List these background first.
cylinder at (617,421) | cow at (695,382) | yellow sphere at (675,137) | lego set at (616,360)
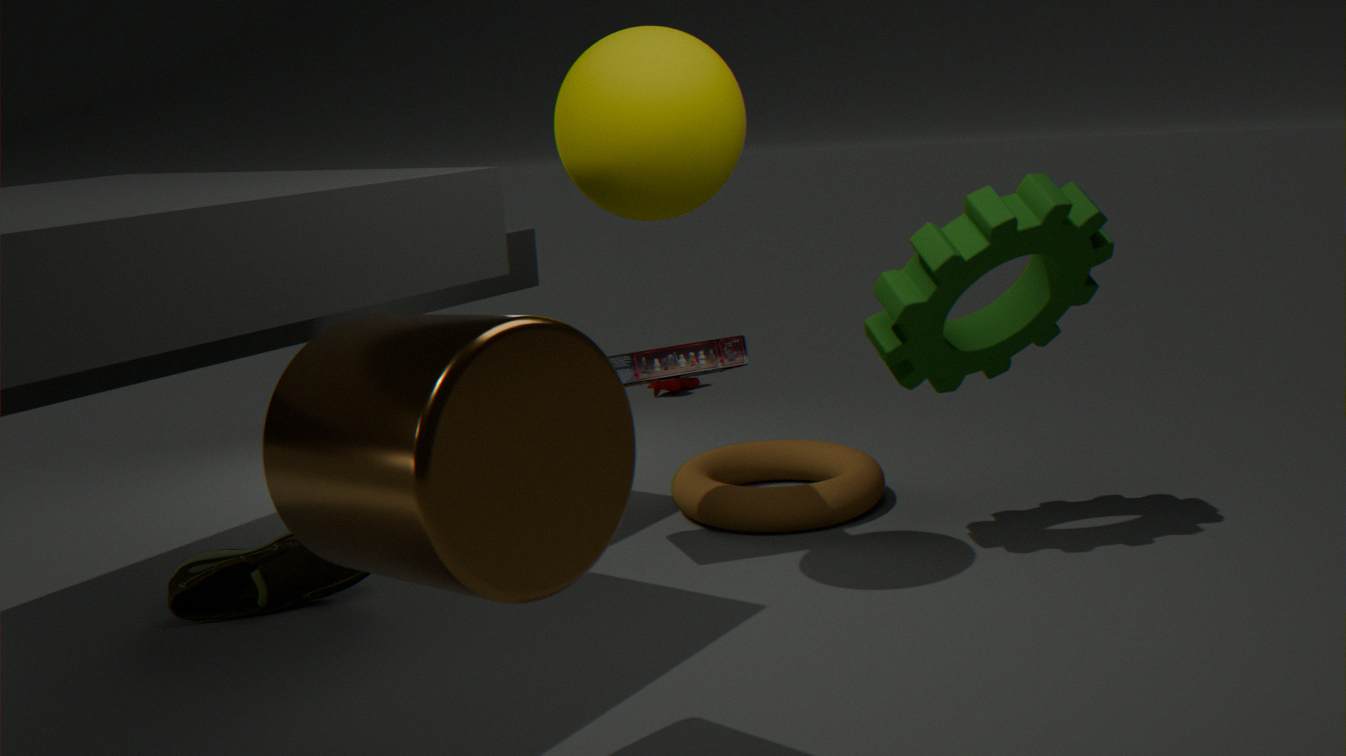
1. cow at (695,382)
2. lego set at (616,360)
3. yellow sphere at (675,137)
4. cylinder at (617,421)
